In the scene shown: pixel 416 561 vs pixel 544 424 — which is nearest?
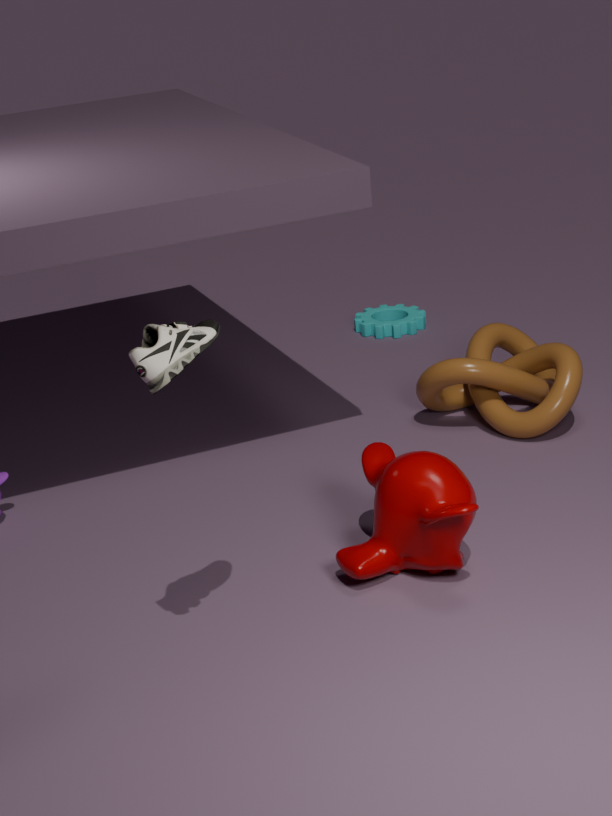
pixel 416 561
